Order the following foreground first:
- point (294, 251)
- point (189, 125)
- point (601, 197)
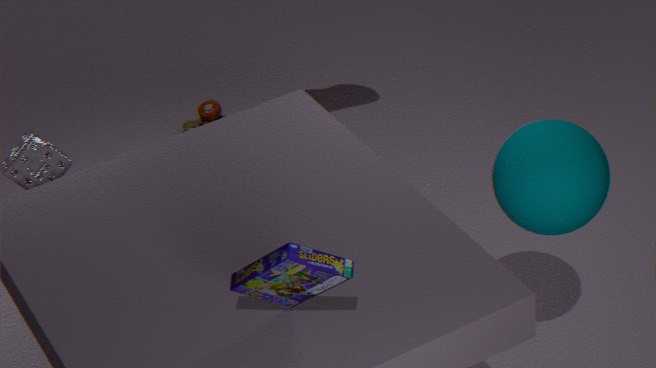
point (294, 251), point (601, 197), point (189, 125)
